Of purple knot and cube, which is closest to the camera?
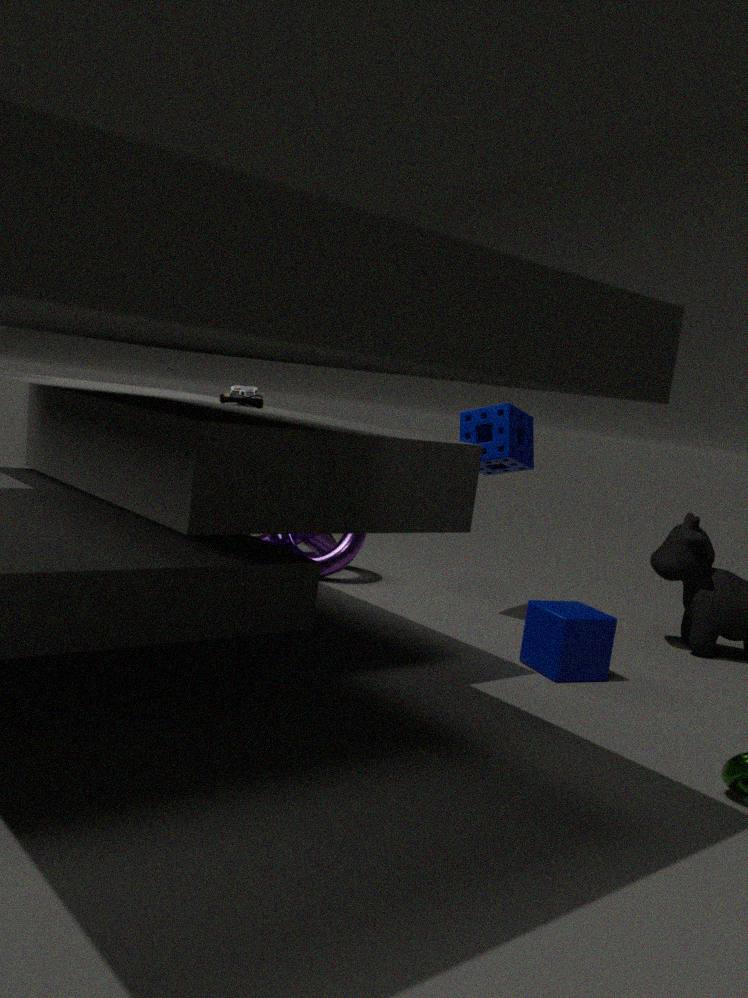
cube
